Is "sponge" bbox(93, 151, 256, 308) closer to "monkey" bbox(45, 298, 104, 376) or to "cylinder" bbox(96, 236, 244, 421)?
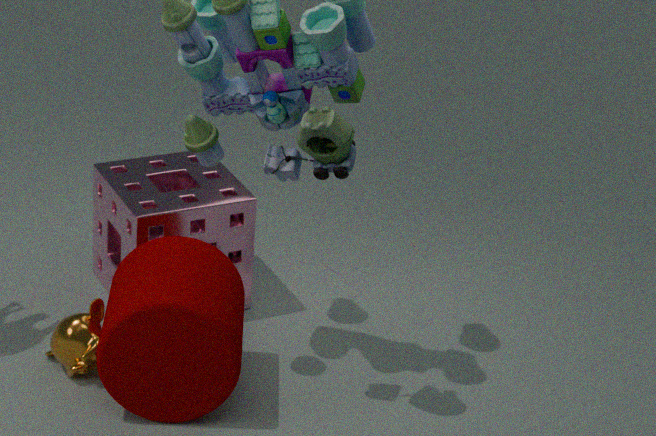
"cylinder" bbox(96, 236, 244, 421)
